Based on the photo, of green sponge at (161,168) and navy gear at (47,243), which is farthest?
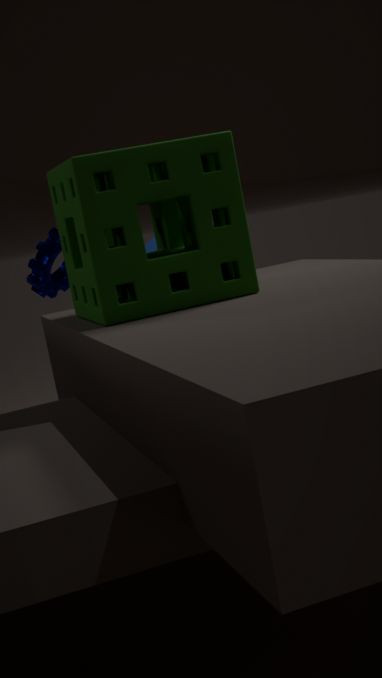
navy gear at (47,243)
